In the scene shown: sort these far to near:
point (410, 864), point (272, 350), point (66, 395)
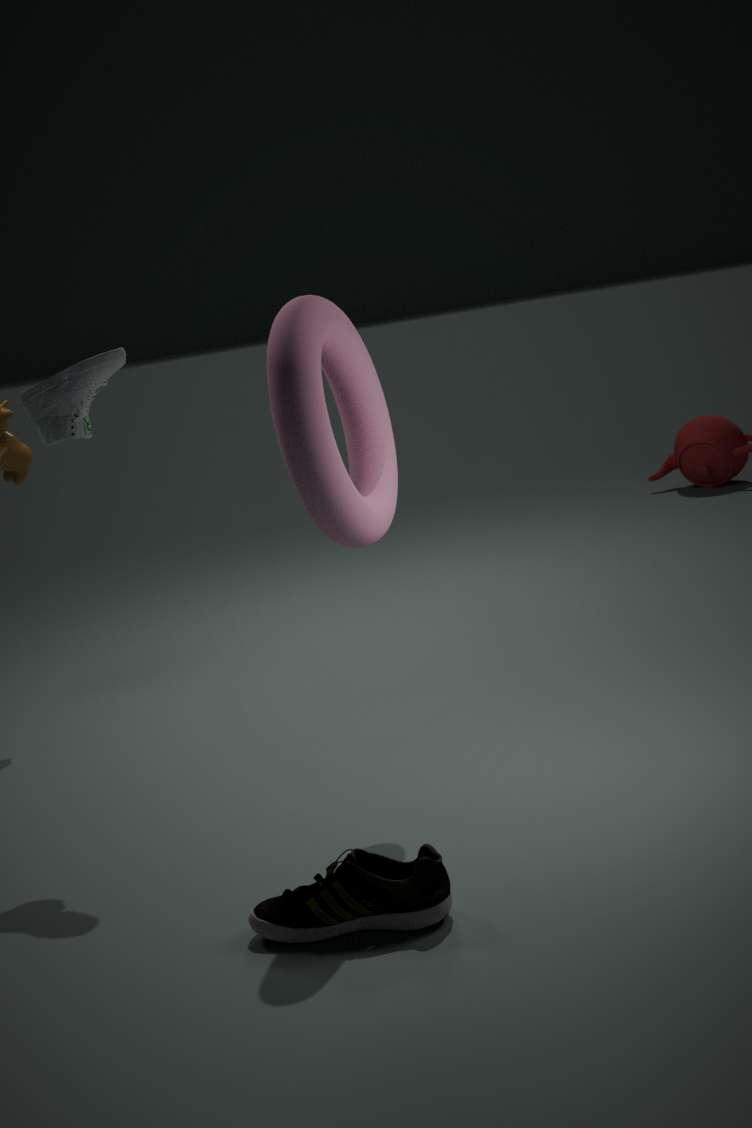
point (66, 395) → point (272, 350) → point (410, 864)
